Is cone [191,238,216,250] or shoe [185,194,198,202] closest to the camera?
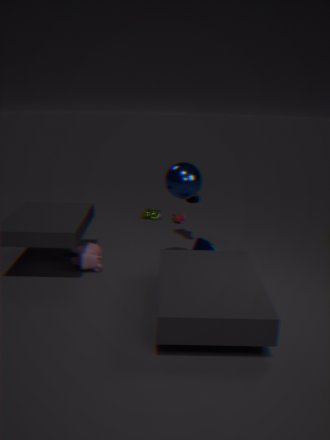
cone [191,238,216,250]
